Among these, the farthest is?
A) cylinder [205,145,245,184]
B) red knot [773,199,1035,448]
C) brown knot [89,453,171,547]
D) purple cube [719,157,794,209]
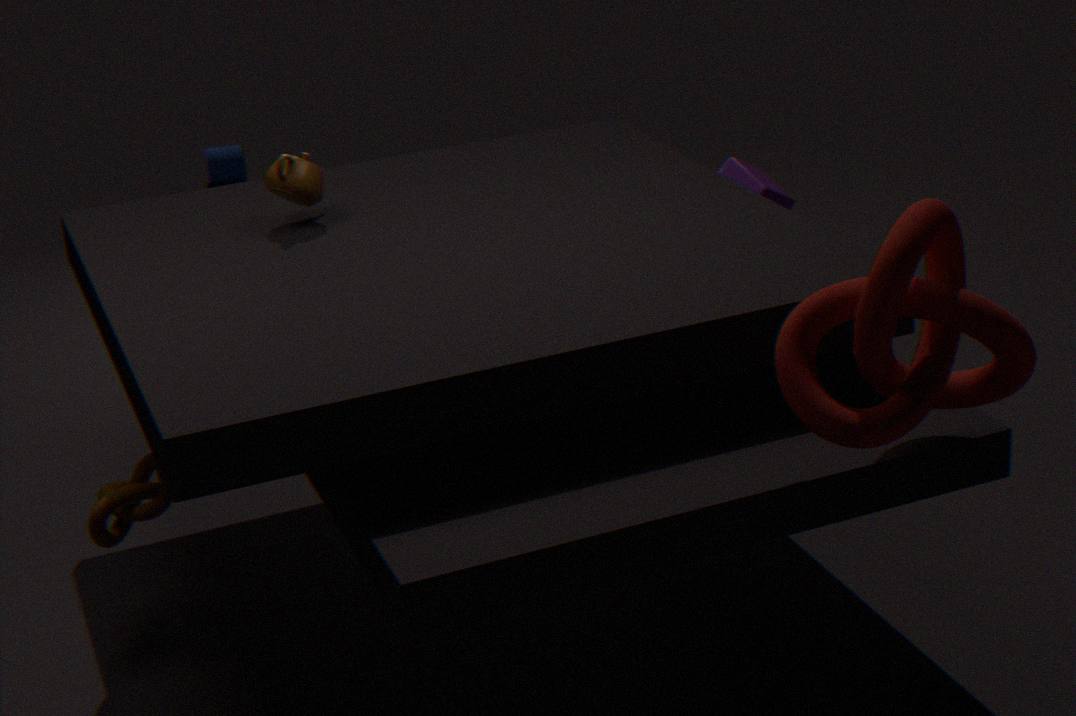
cylinder [205,145,245,184]
